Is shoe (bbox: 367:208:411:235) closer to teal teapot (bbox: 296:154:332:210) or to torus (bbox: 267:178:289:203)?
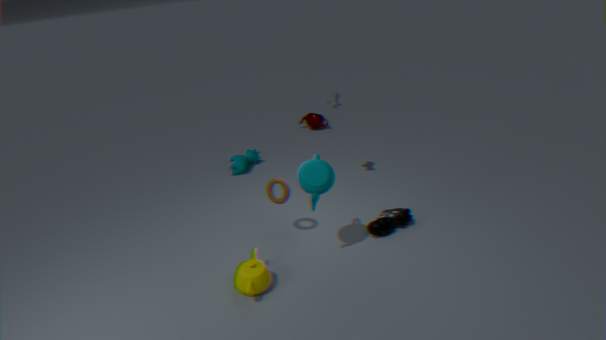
teal teapot (bbox: 296:154:332:210)
